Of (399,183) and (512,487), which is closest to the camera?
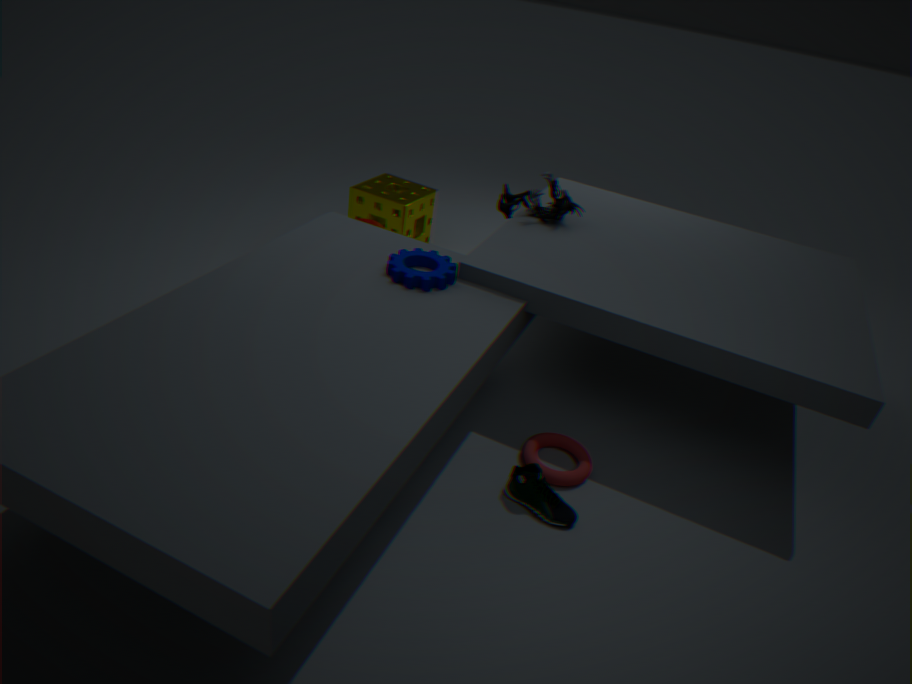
(512,487)
